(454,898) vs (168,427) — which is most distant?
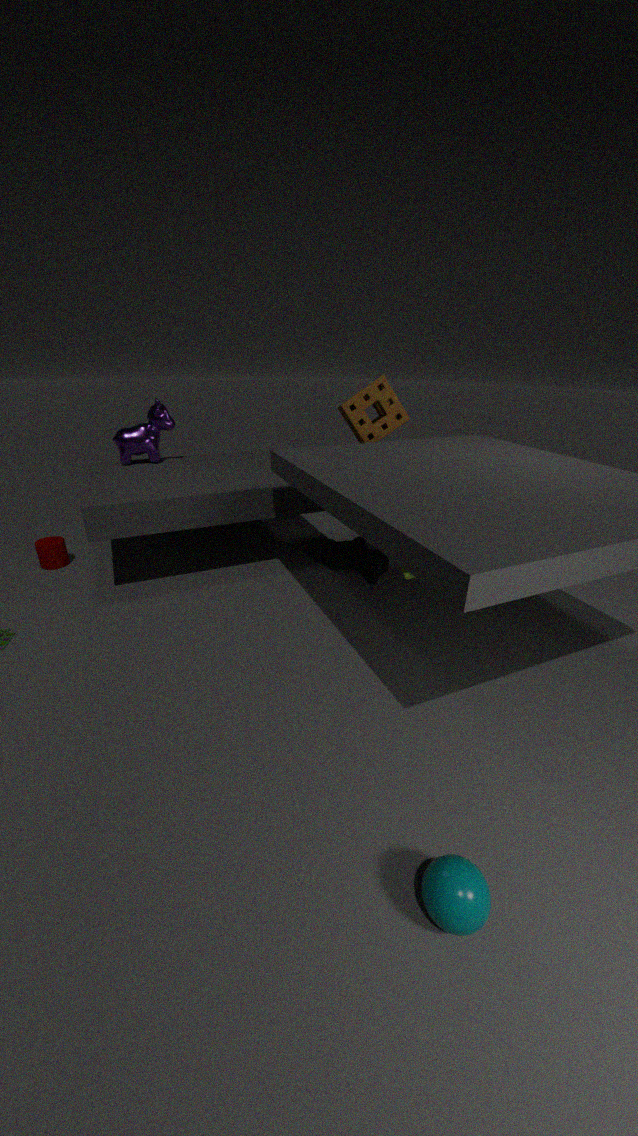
(168,427)
